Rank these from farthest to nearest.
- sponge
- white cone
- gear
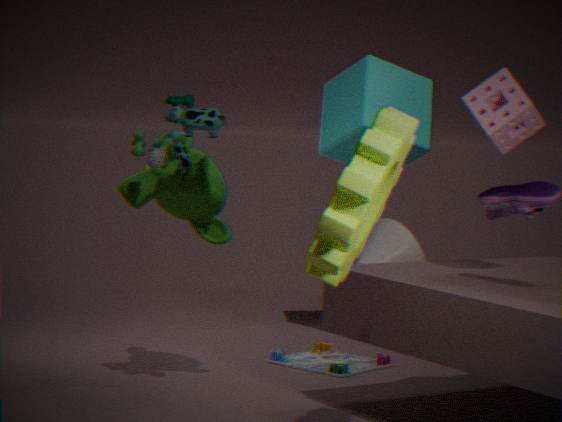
white cone
sponge
gear
